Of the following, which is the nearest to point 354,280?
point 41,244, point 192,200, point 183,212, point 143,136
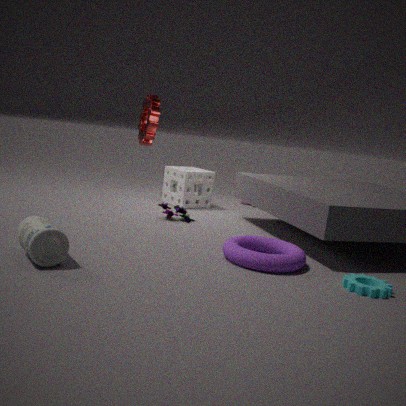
point 183,212
